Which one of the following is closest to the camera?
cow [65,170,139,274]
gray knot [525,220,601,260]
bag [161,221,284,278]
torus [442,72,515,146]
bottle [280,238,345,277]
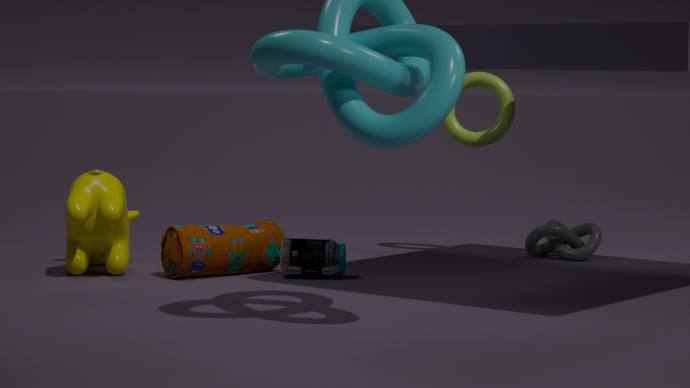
cow [65,170,139,274]
